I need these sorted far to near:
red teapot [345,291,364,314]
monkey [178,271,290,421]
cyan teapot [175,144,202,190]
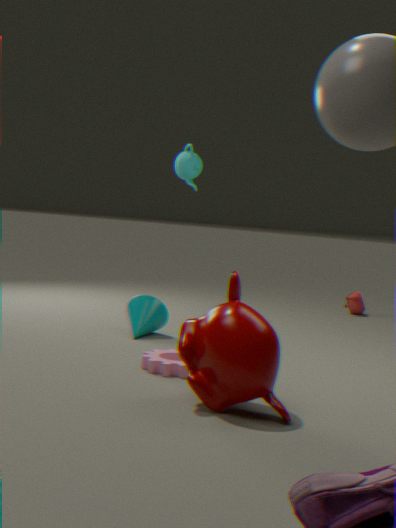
red teapot [345,291,364,314], cyan teapot [175,144,202,190], monkey [178,271,290,421]
